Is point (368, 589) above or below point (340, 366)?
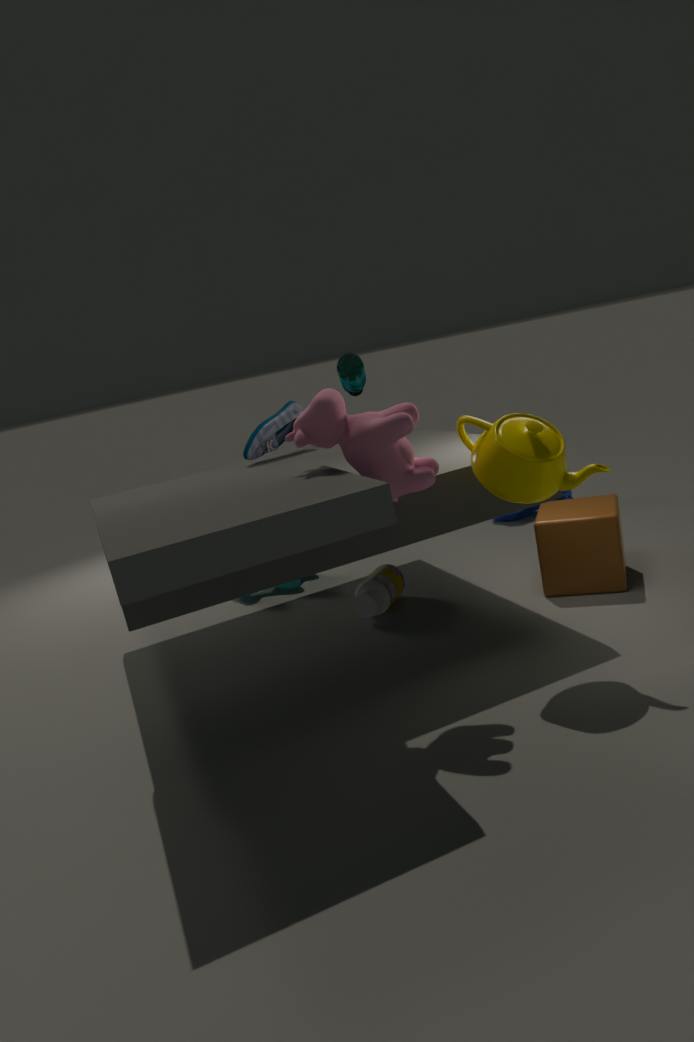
below
